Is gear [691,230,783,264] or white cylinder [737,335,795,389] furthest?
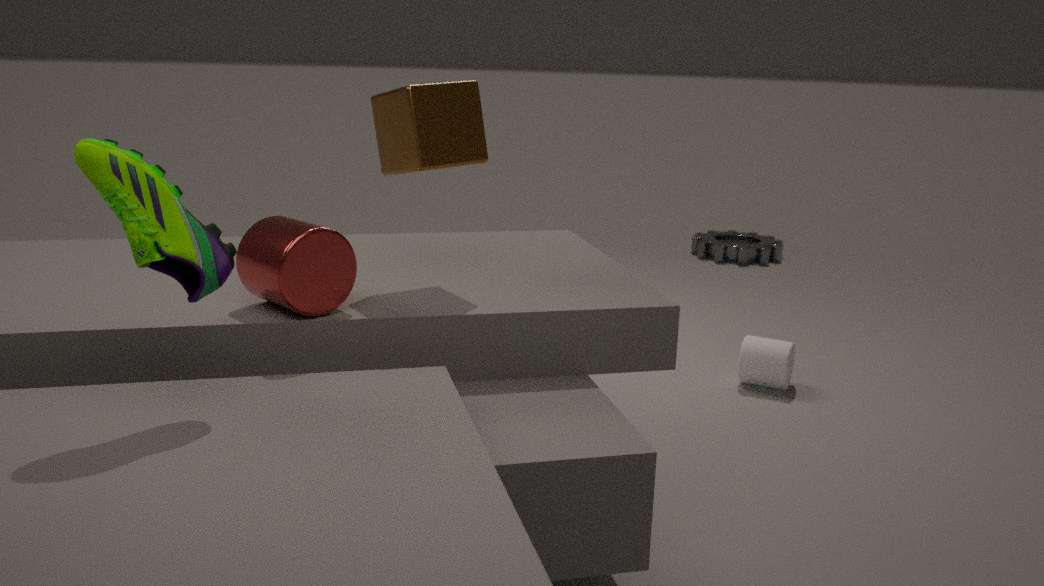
gear [691,230,783,264]
